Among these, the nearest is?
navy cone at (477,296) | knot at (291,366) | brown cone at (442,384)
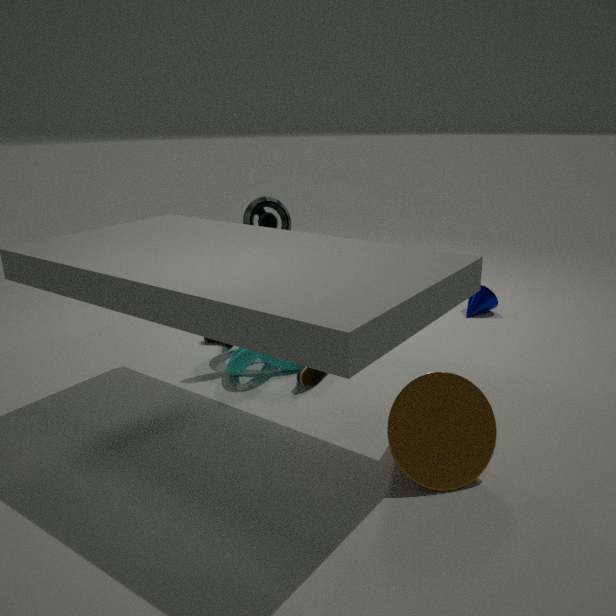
brown cone at (442,384)
